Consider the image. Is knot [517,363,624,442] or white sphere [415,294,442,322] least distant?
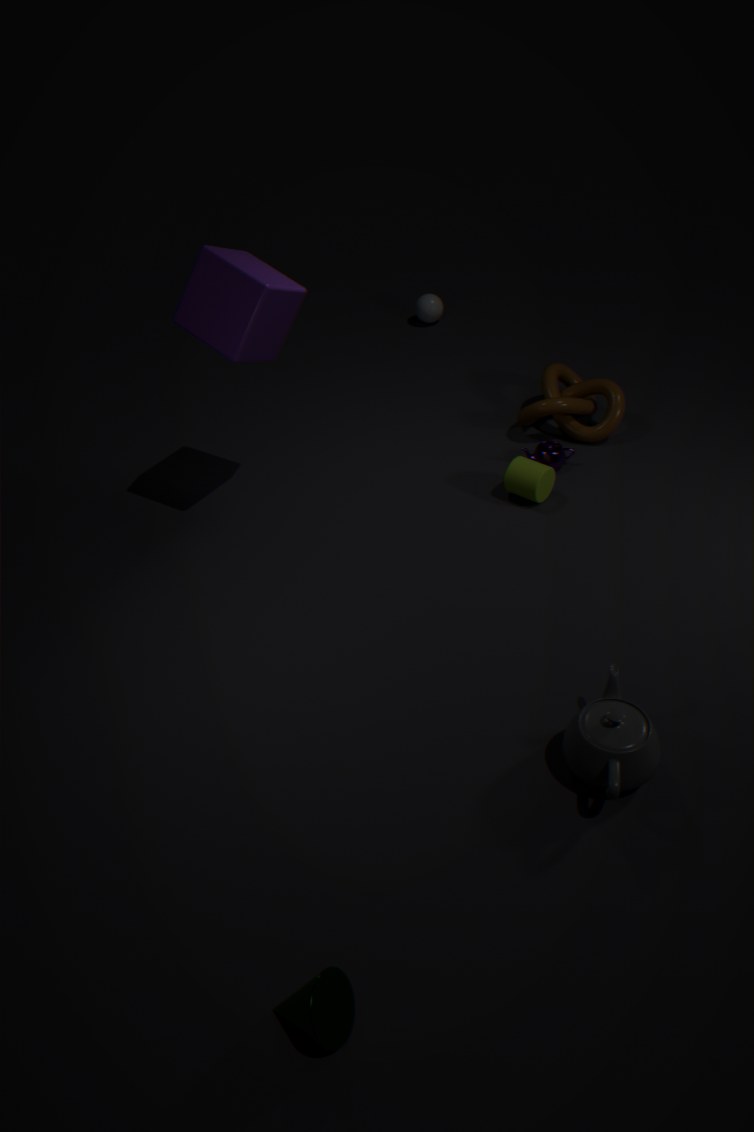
knot [517,363,624,442]
